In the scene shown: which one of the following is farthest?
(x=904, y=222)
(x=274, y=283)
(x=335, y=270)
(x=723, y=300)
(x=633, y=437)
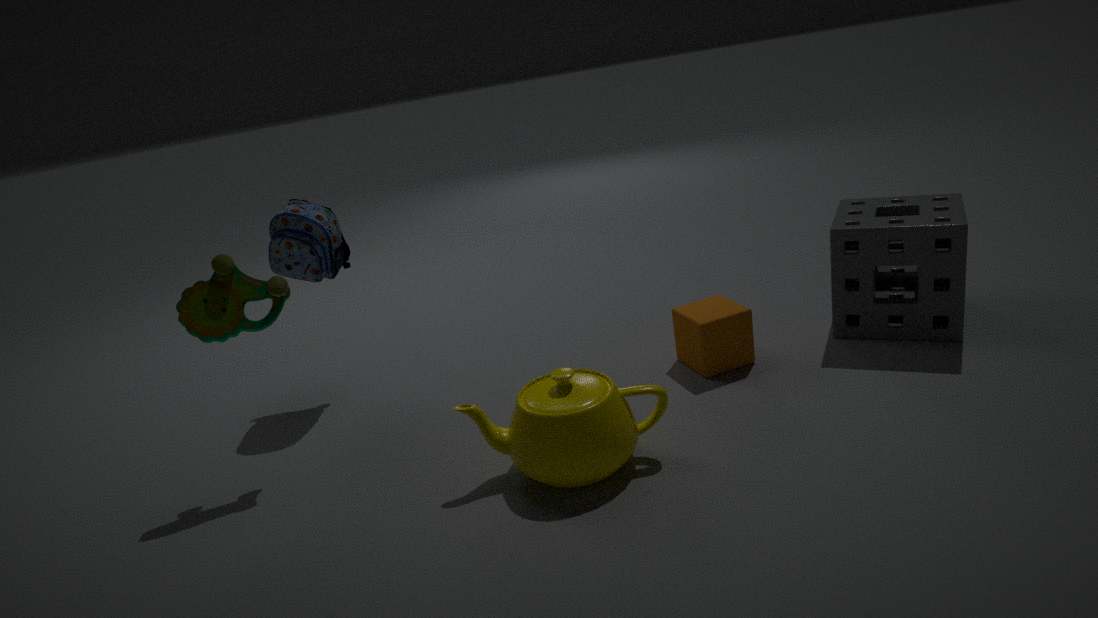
(x=335, y=270)
